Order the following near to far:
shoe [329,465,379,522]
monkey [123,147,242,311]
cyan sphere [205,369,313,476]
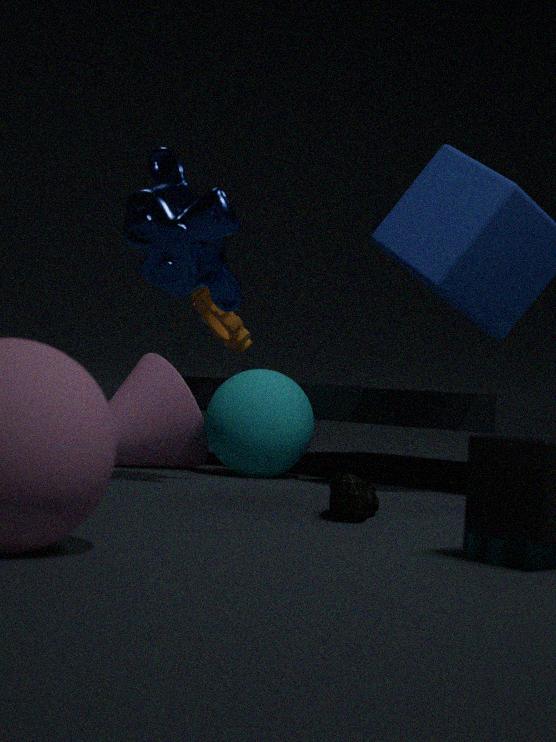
1. shoe [329,465,379,522]
2. monkey [123,147,242,311]
3. cyan sphere [205,369,313,476]
